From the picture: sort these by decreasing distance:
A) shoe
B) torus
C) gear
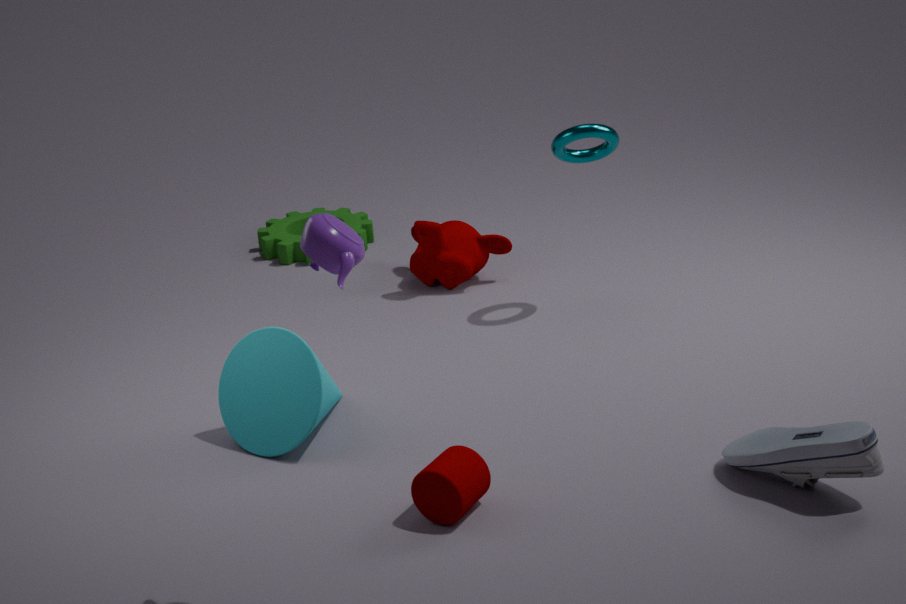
gear → torus → shoe
